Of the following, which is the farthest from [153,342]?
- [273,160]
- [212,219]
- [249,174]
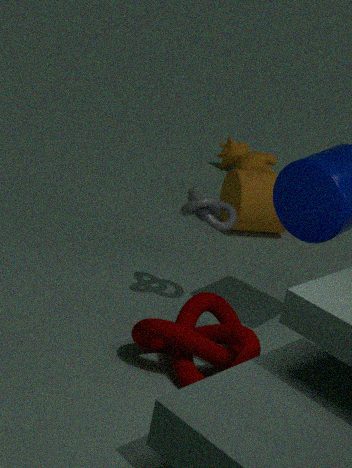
[273,160]
